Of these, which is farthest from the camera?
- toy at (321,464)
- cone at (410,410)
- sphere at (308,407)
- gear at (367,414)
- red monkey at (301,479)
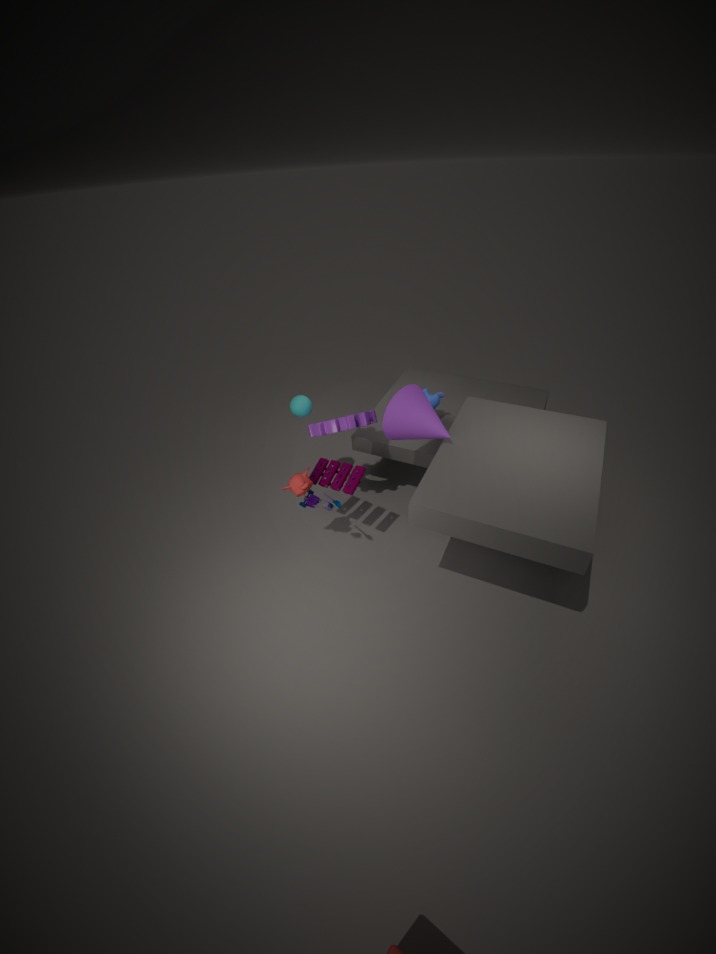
sphere at (308,407)
